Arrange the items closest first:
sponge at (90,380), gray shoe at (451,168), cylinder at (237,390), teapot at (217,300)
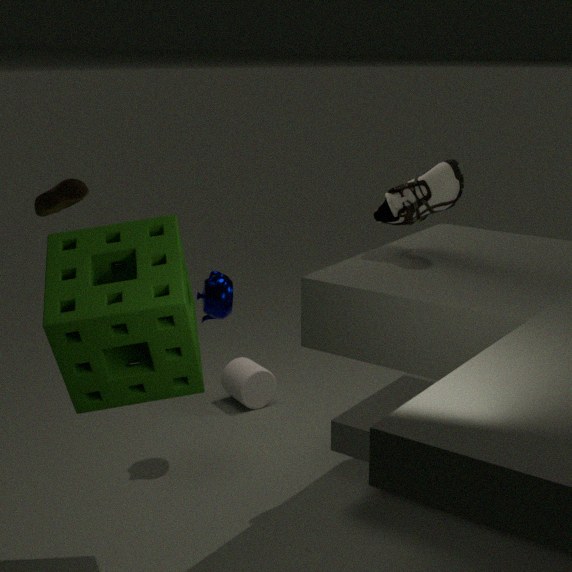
1. sponge at (90,380)
2. gray shoe at (451,168)
3. teapot at (217,300)
4. cylinder at (237,390)
